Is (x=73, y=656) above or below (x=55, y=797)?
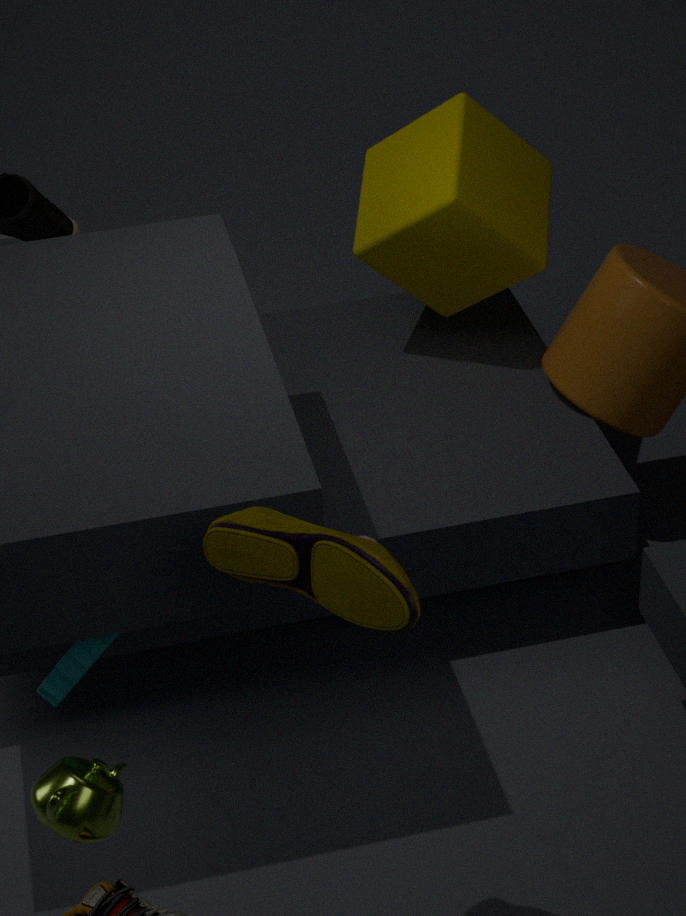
below
